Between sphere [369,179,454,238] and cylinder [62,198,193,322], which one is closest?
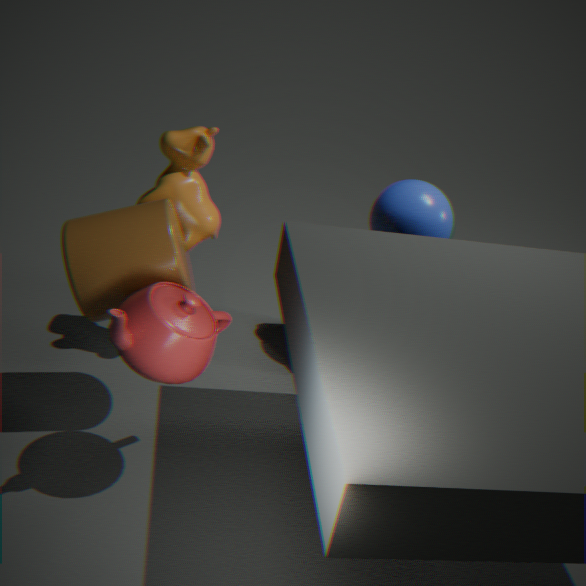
cylinder [62,198,193,322]
